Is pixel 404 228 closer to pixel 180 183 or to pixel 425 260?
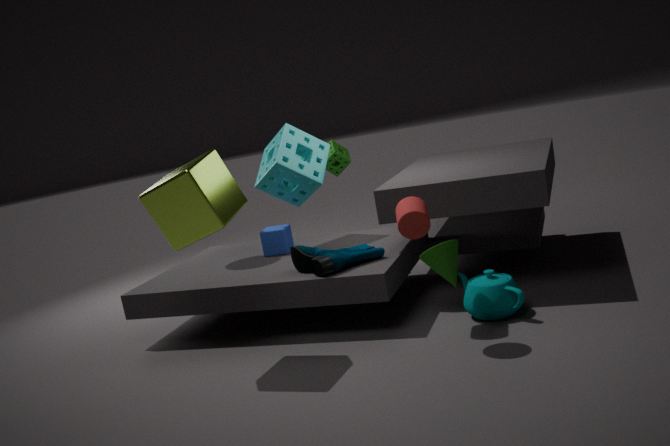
pixel 425 260
